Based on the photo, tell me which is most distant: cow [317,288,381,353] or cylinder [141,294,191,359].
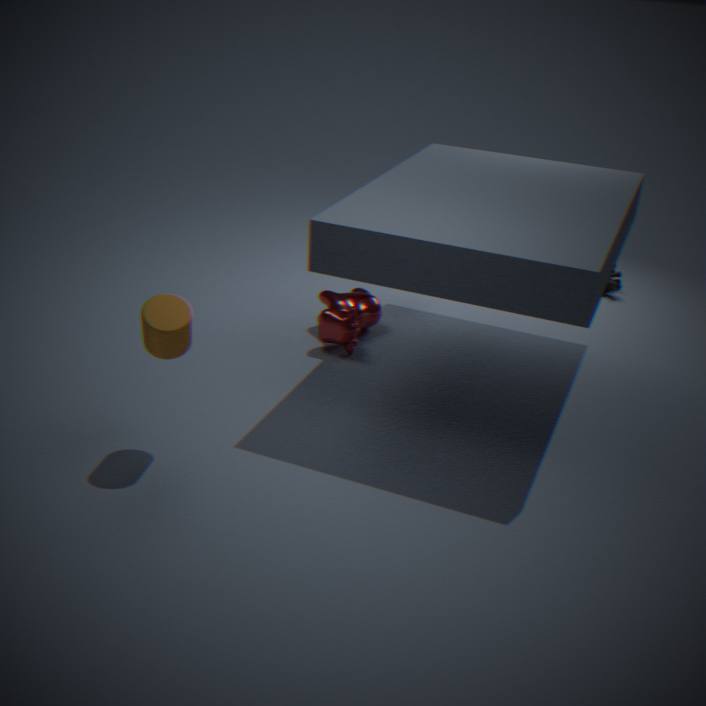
cow [317,288,381,353]
